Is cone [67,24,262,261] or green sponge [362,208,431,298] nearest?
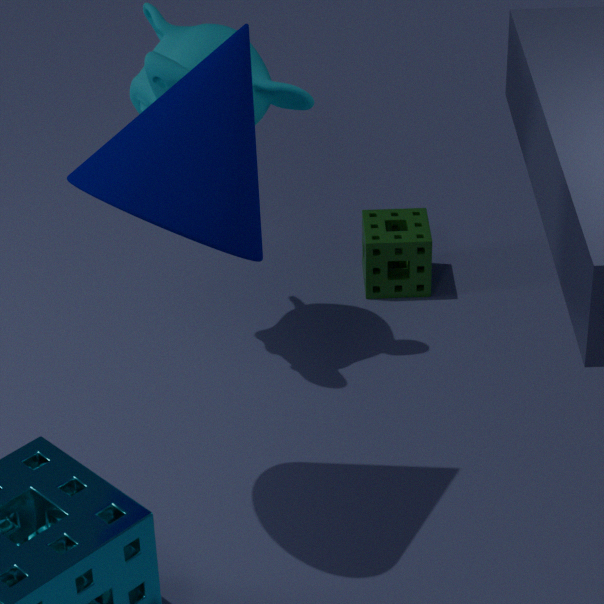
cone [67,24,262,261]
